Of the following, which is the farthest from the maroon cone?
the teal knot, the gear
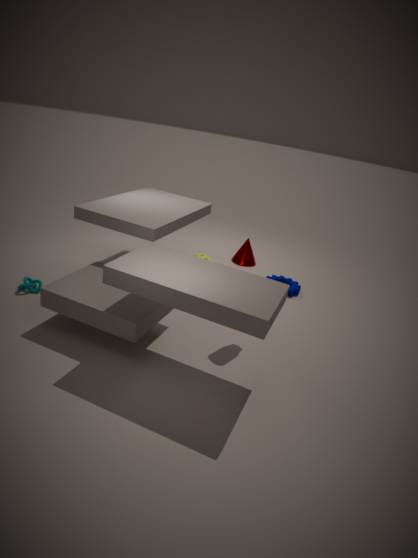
the teal knot
